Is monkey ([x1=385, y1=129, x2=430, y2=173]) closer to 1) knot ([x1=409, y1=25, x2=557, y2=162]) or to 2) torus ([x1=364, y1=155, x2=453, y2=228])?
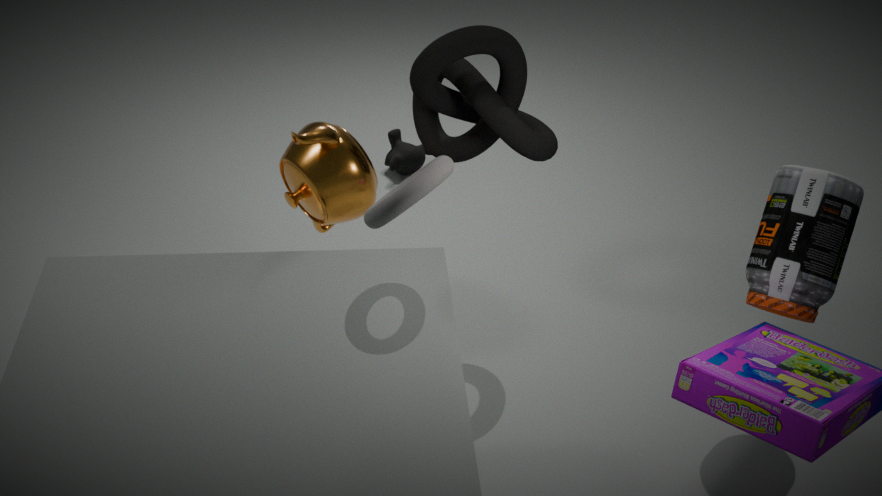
1) knot ([x1=409, y1=25, x2=557, y2=162])
